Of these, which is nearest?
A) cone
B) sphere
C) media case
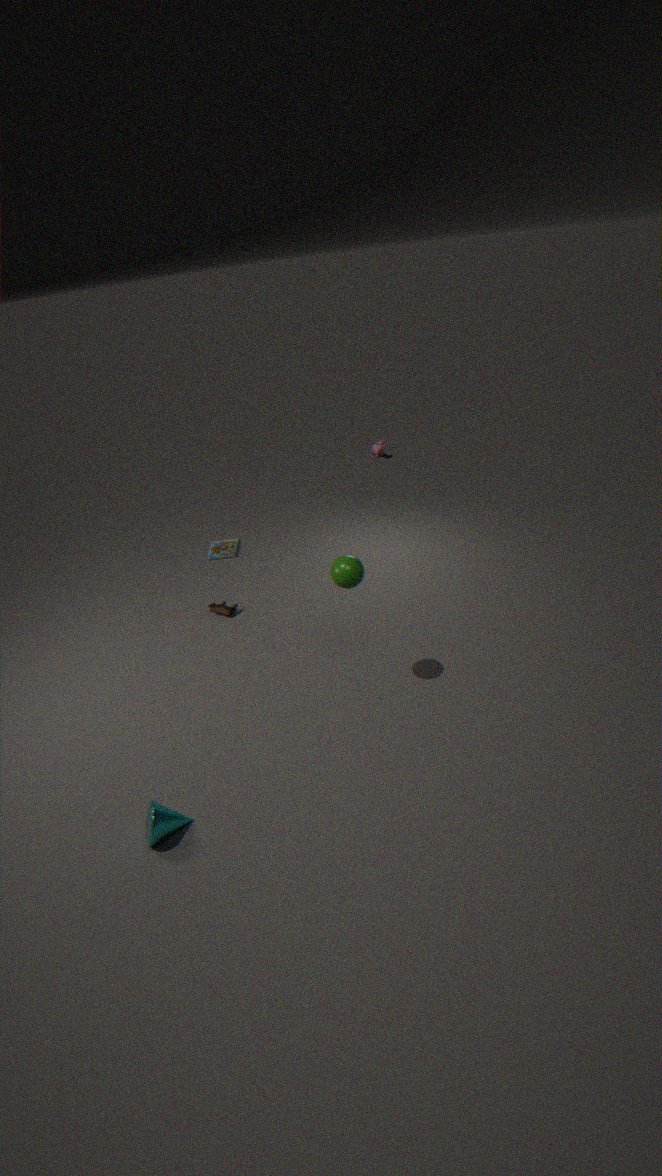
cone
